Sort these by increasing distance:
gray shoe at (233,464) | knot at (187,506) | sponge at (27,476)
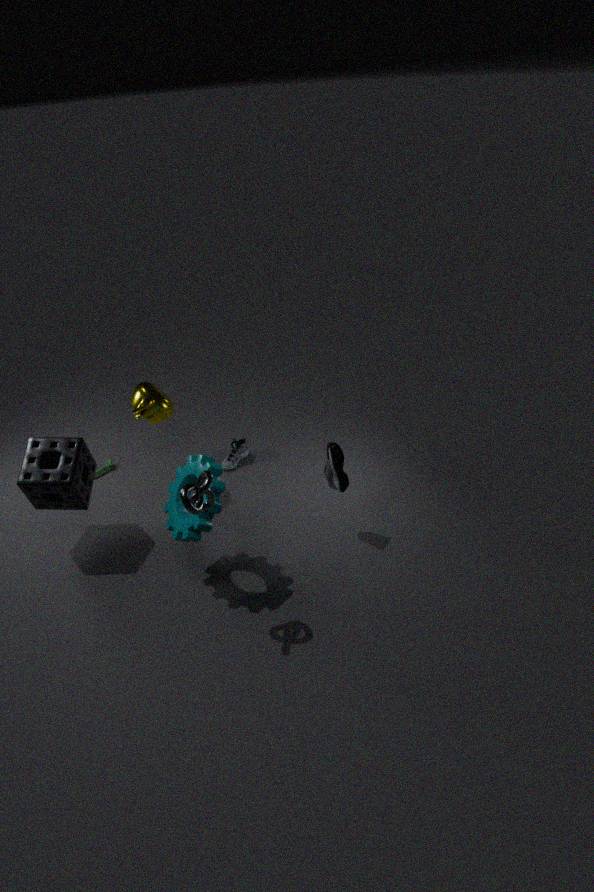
knot at (187,506) < sponge at (27,476) < gray shoe at (233,464)
